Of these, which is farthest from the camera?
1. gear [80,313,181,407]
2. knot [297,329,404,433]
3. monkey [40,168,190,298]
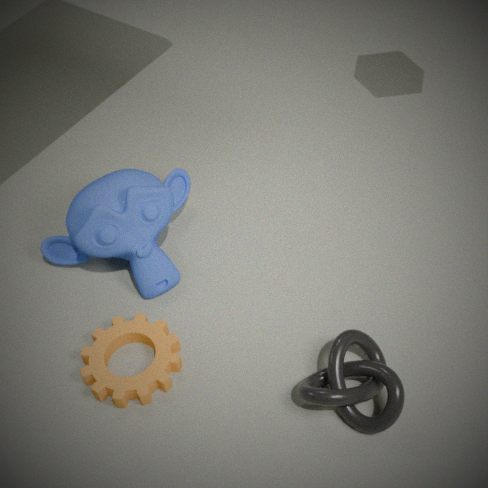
monkey [40,168,190,298]
